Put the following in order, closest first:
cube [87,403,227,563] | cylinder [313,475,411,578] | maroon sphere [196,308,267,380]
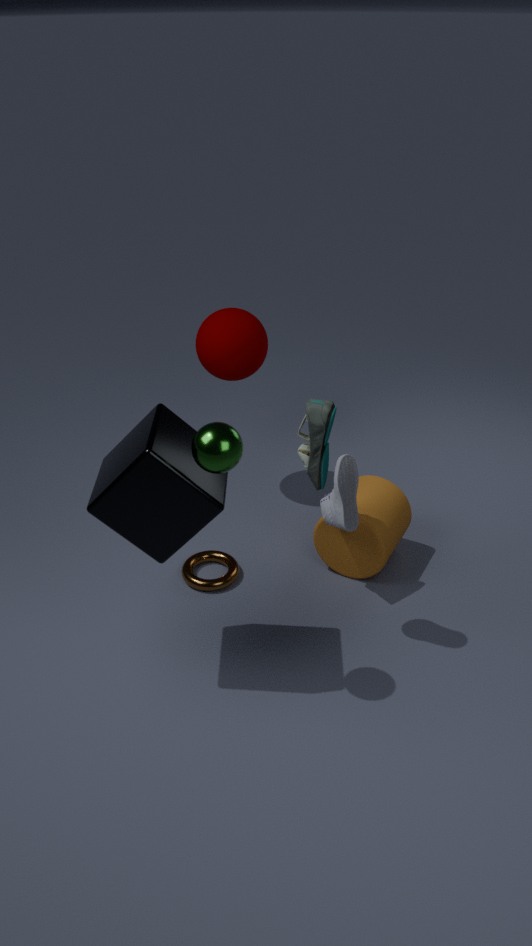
cube [87,403,227,563] → cylinder [313,475,411,578] → maroon sphere [196,308,267,380]
